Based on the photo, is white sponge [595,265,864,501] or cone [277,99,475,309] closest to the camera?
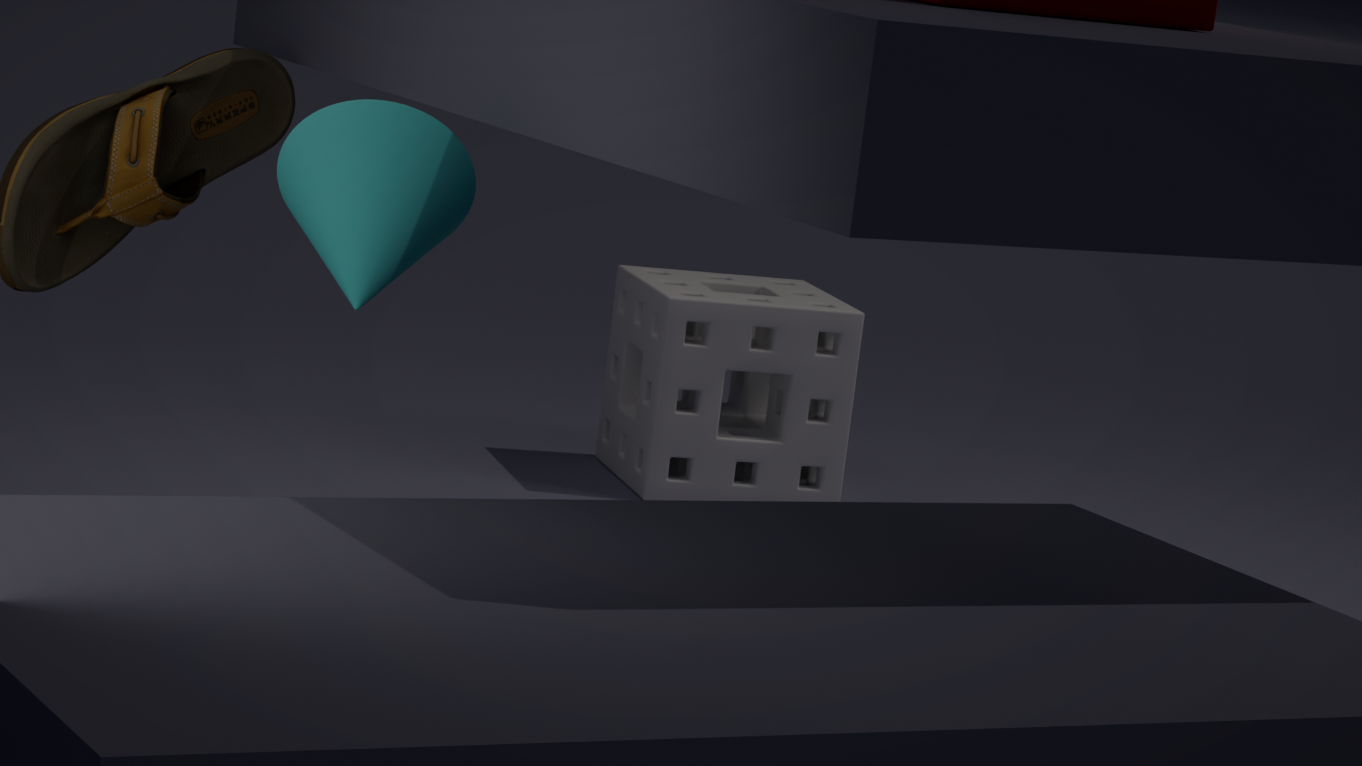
cone [277,99,475,309]
